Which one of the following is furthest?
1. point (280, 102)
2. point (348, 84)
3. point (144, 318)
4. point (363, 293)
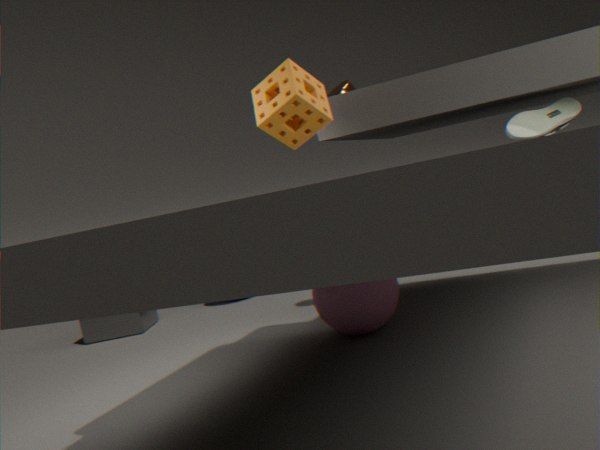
point (144, 318)
